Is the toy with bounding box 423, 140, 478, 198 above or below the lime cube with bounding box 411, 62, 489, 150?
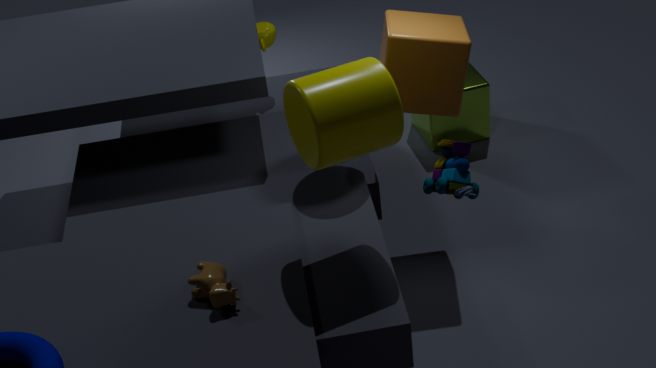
above
